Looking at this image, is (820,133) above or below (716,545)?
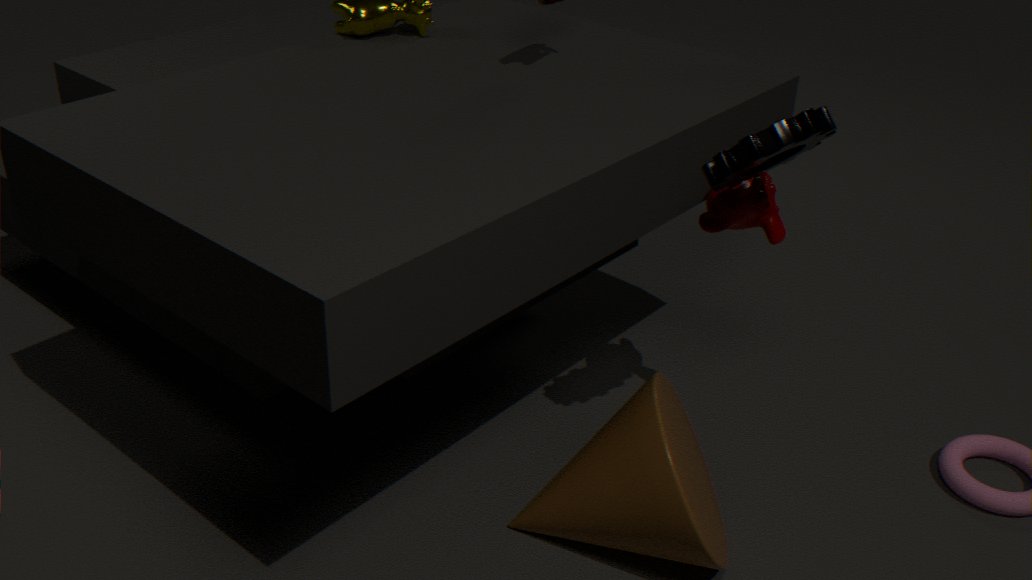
above
